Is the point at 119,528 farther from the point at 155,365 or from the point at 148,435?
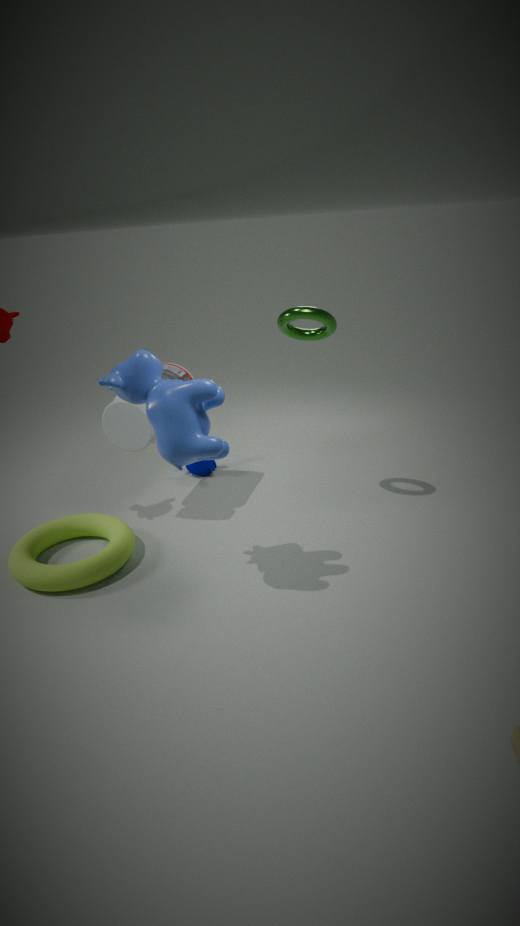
the point at 155,365
